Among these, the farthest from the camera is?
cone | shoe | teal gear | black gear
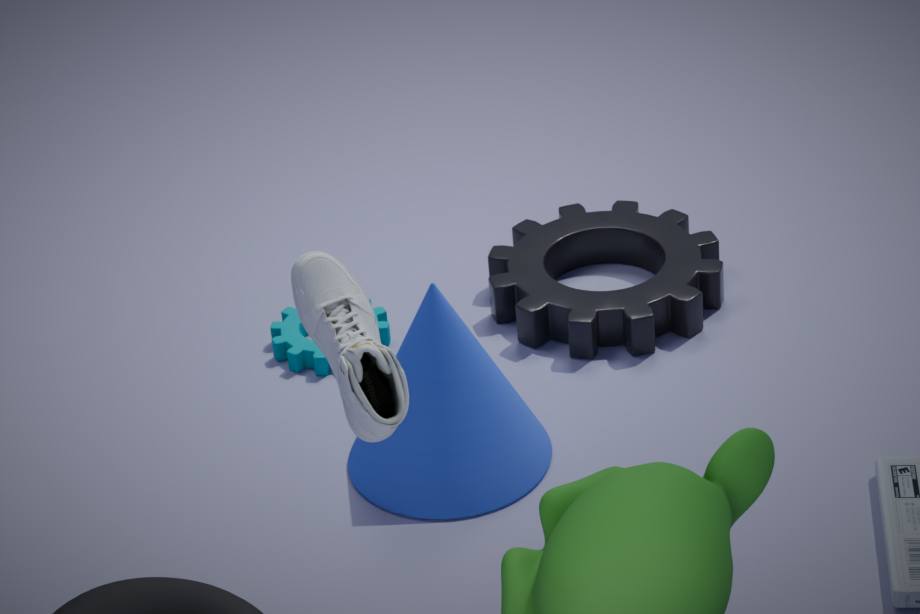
teal gear
